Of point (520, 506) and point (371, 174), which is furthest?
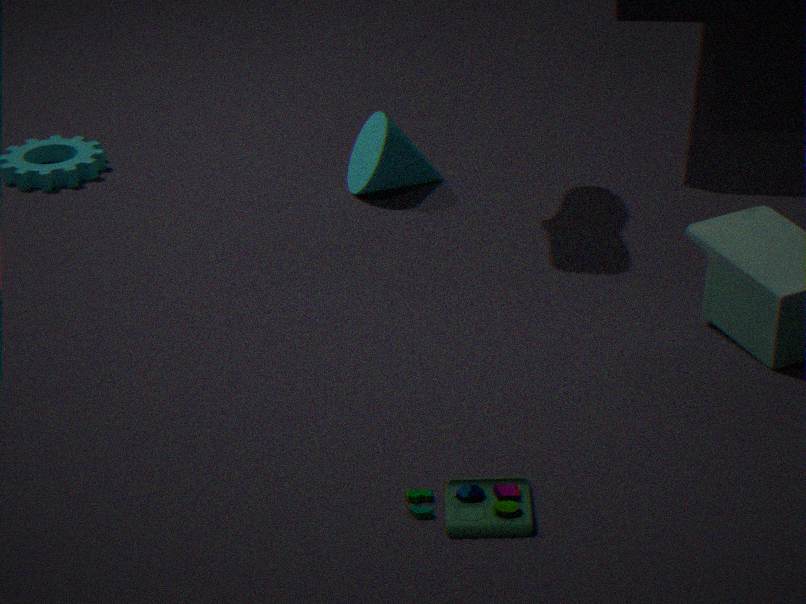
point (371, 174)
